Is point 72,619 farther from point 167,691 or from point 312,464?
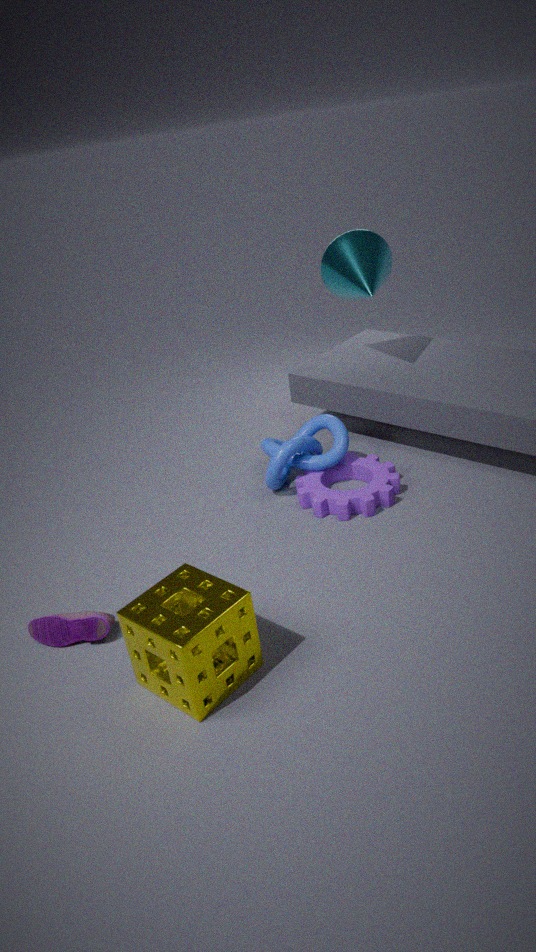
point 312,464
